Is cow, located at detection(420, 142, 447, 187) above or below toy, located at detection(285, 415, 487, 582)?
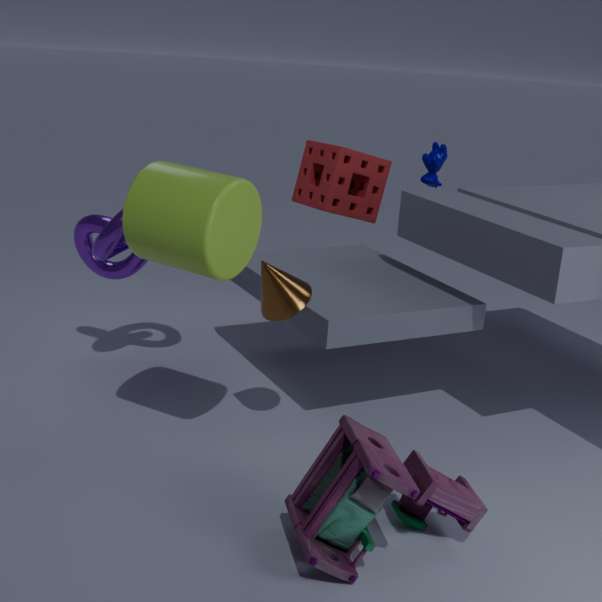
above
